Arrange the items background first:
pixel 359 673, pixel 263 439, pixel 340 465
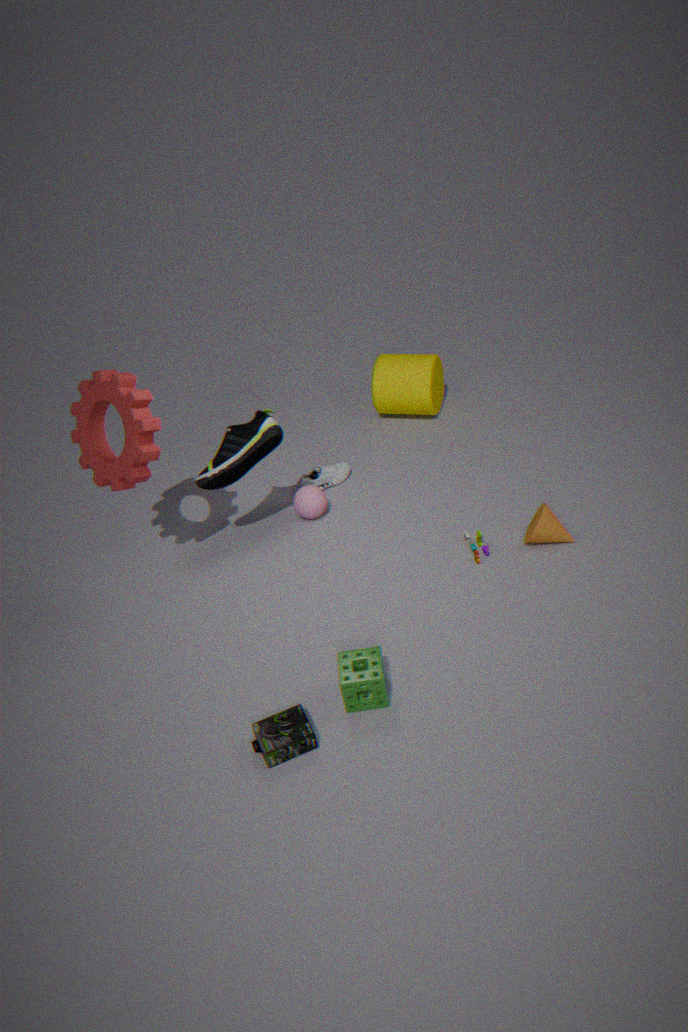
pixel 340 465 < pixel 263 439 < pixel 359 673
